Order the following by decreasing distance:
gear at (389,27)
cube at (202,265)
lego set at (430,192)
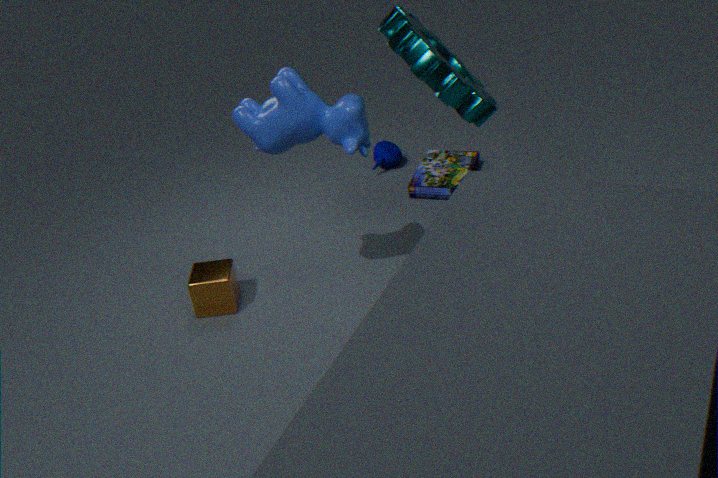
lego set at (430,192), cube at (202,265), gear at (389,27)
